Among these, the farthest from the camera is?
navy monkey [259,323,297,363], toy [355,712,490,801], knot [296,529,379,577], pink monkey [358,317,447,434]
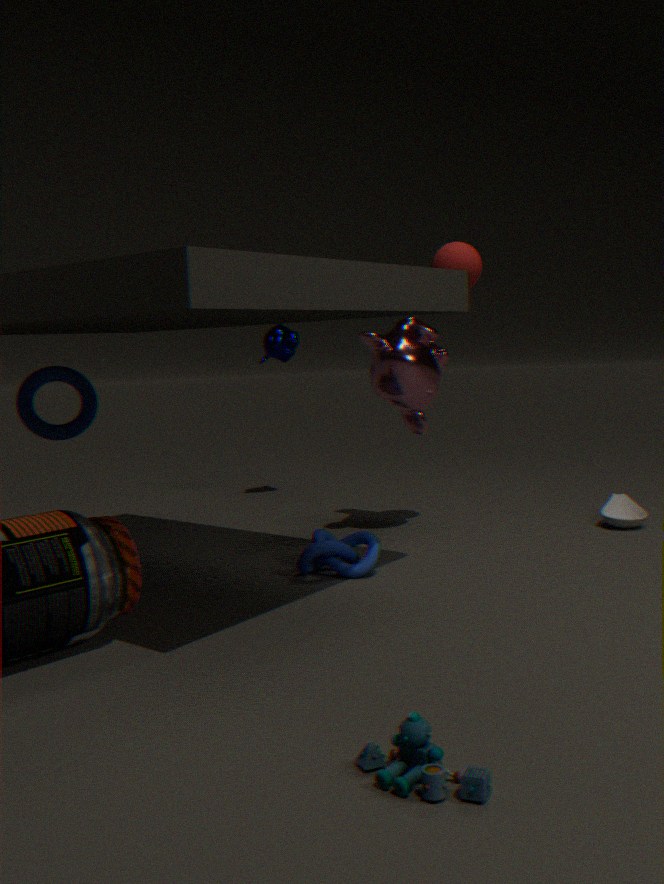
navy monkey [259,323,297,363]
